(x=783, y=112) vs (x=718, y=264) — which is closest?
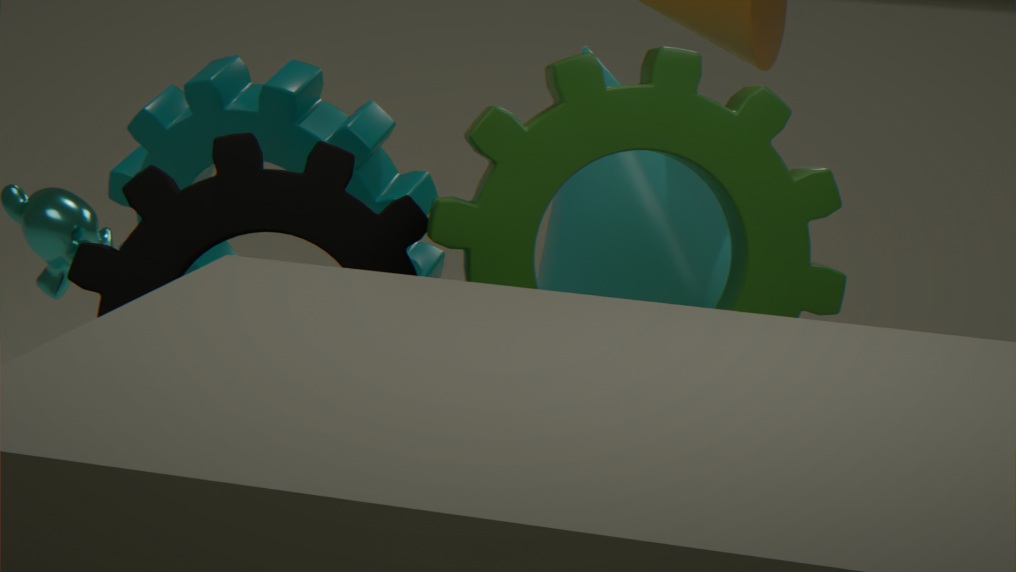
(x=783, y=112)
